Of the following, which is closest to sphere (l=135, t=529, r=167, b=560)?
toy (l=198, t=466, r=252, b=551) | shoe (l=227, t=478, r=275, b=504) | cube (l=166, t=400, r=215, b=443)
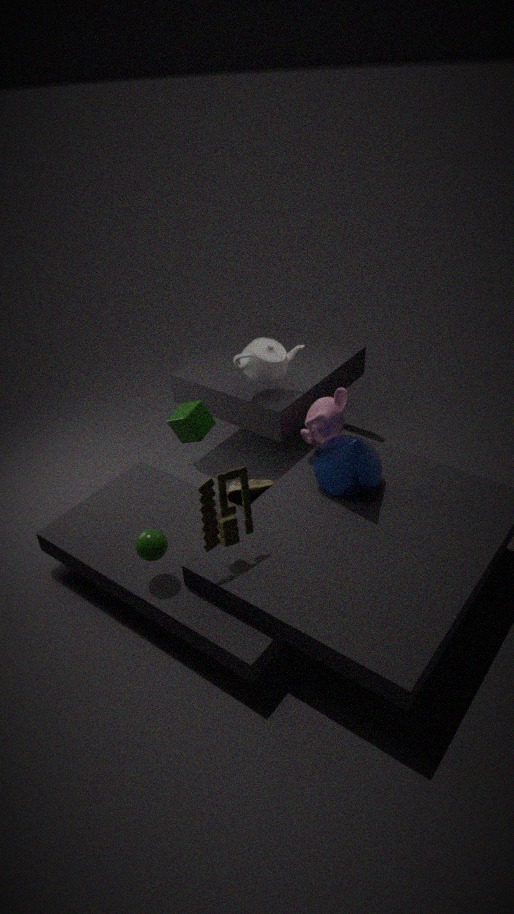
toy (l=198, t=466, r=252, b=551)
